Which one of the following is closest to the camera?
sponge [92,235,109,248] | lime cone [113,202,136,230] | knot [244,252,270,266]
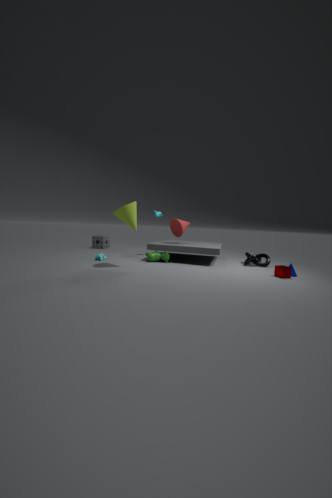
lime cone [113,202,136,230]
